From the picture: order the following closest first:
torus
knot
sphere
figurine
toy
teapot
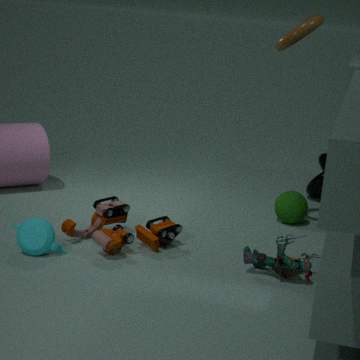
figurine
teapot
toy
torus
sphere
knot
